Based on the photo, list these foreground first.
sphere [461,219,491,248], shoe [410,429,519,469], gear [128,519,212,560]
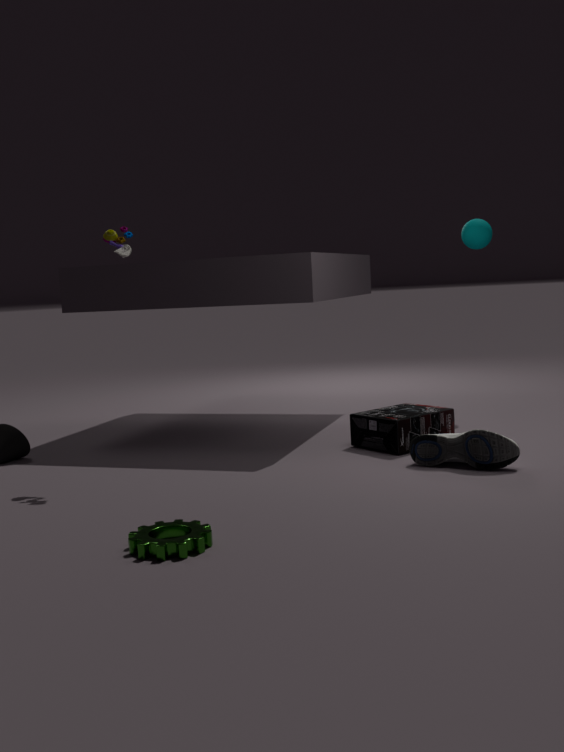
gear [128,519,212,560] < shoe [410,429,519,469] < sphere [461,219,491,248]
